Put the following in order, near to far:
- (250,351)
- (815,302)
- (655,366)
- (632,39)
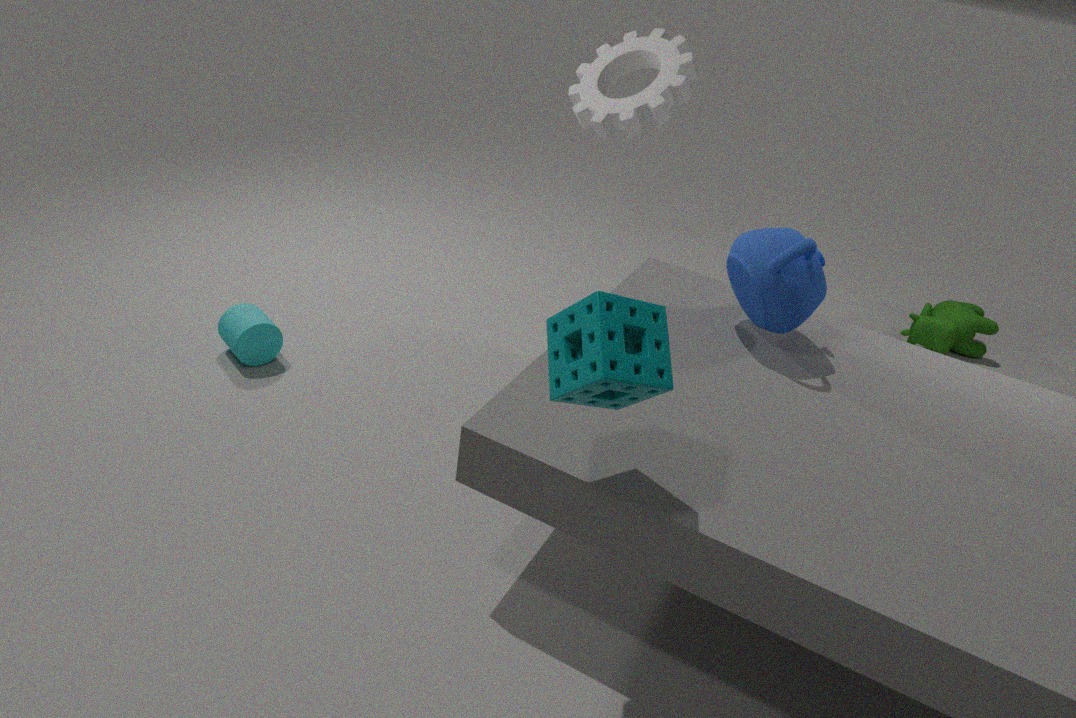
(655,366) → (815,302) → (250,351) → (632,39)
